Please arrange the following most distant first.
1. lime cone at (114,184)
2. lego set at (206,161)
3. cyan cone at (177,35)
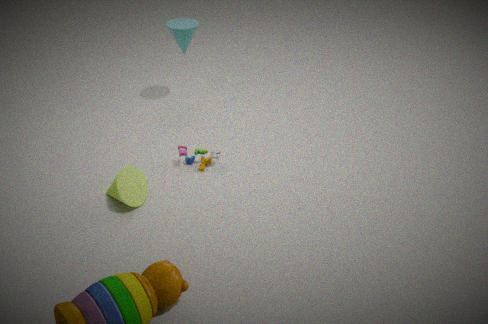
cyan cone at (177,35)
lego set at (206,161)
lime cone at (114,184)
